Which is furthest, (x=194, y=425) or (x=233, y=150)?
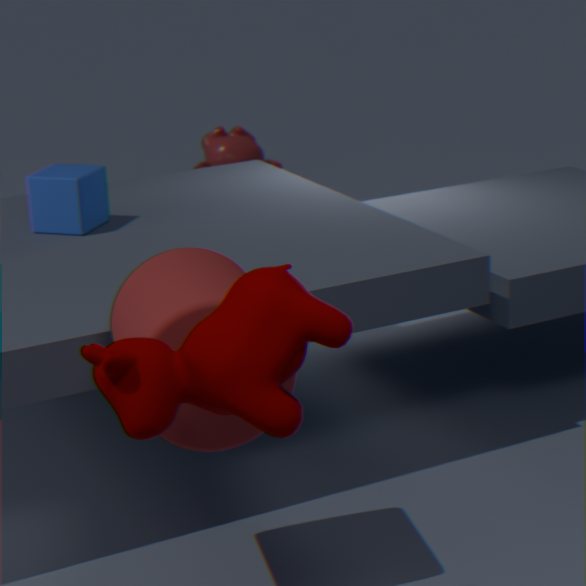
(x=233, y=150)
